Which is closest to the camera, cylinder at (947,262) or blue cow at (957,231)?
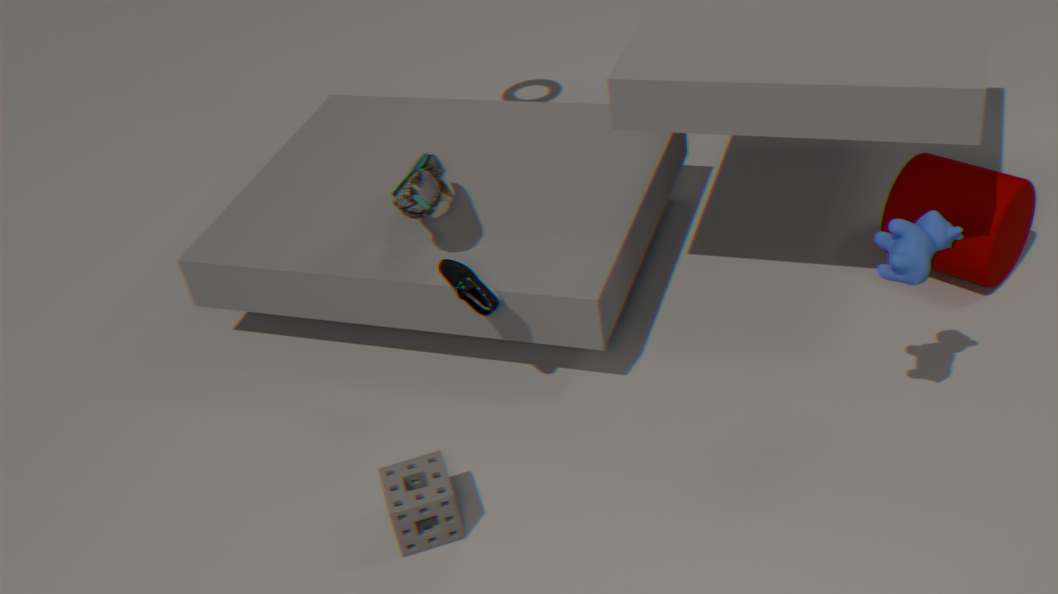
blue cow at (957,231)
